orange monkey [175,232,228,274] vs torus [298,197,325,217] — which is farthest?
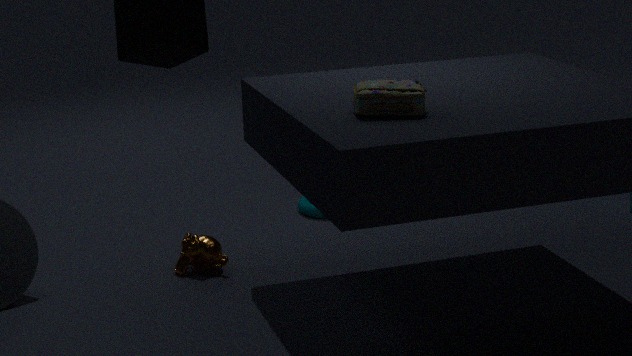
torus [298,197,325,217]
